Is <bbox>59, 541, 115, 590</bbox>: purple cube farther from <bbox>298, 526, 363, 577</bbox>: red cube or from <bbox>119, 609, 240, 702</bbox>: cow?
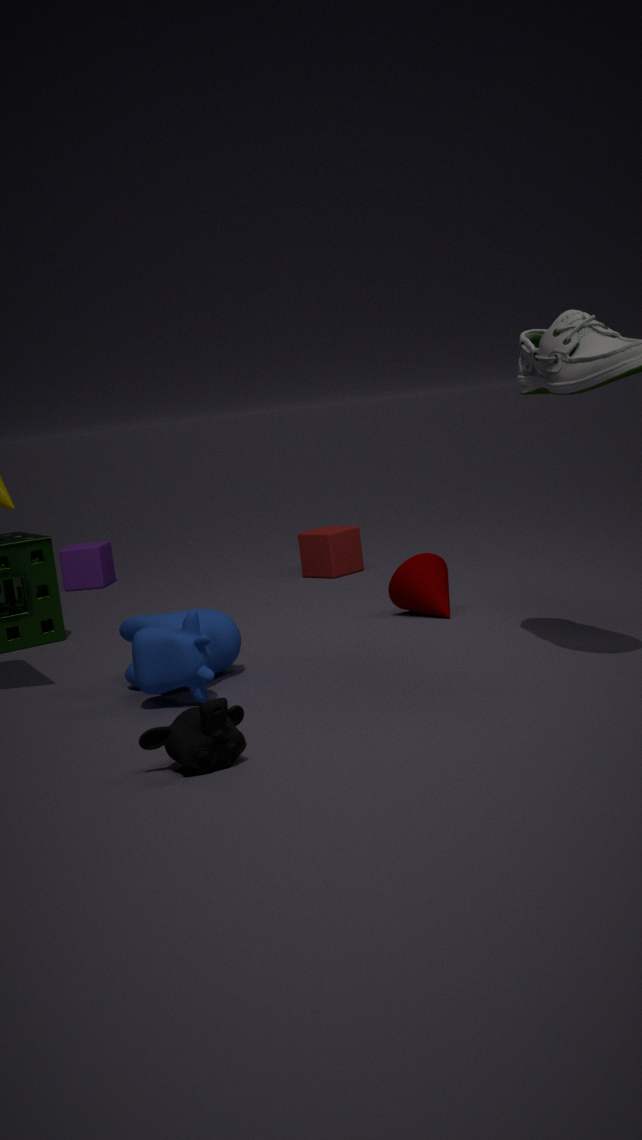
<bbox>119, 609, 240, 702</bbox>: cow
